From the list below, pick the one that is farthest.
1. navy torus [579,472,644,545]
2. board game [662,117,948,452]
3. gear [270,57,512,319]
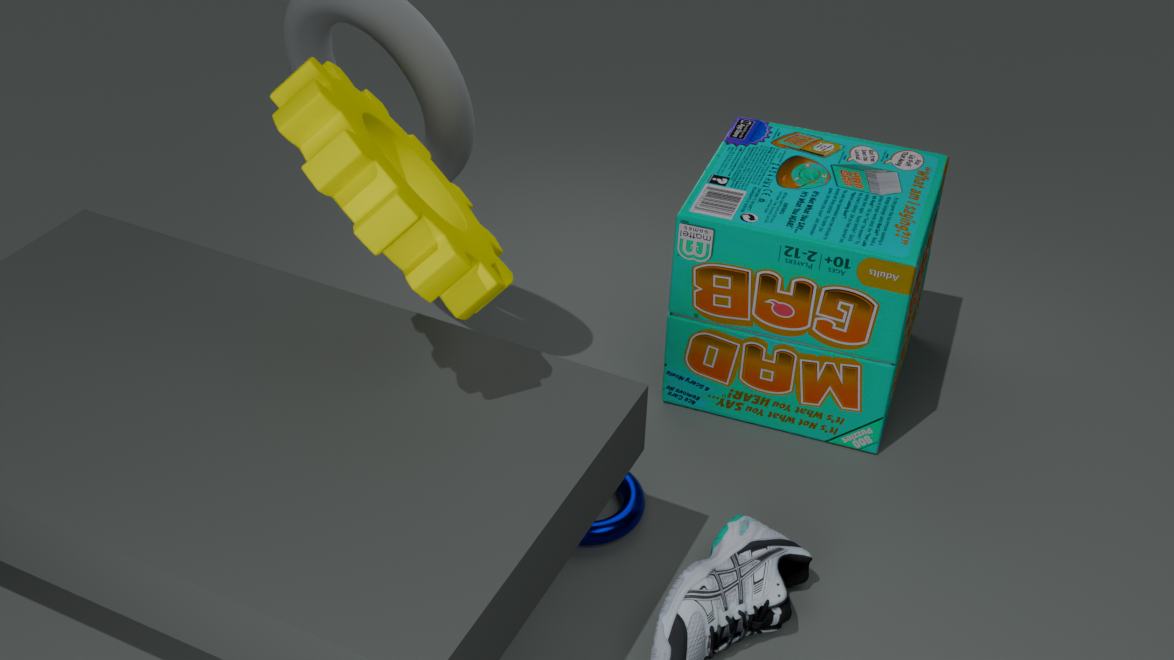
board game [662,117,948,452]
